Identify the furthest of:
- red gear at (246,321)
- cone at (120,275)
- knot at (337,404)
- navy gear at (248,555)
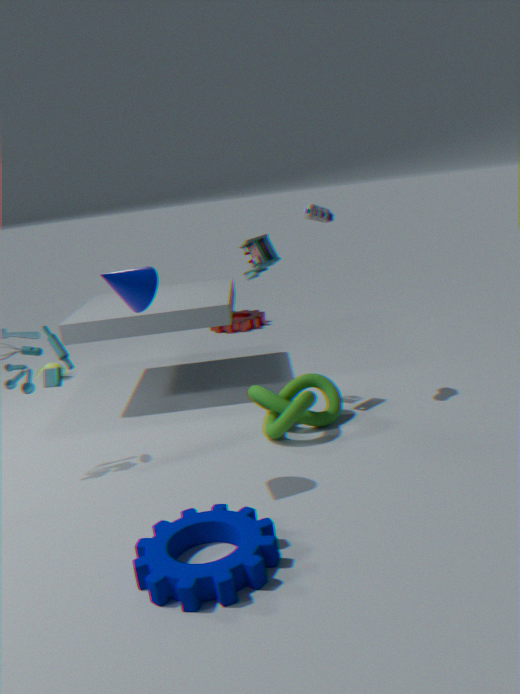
red gear at (246,321)
